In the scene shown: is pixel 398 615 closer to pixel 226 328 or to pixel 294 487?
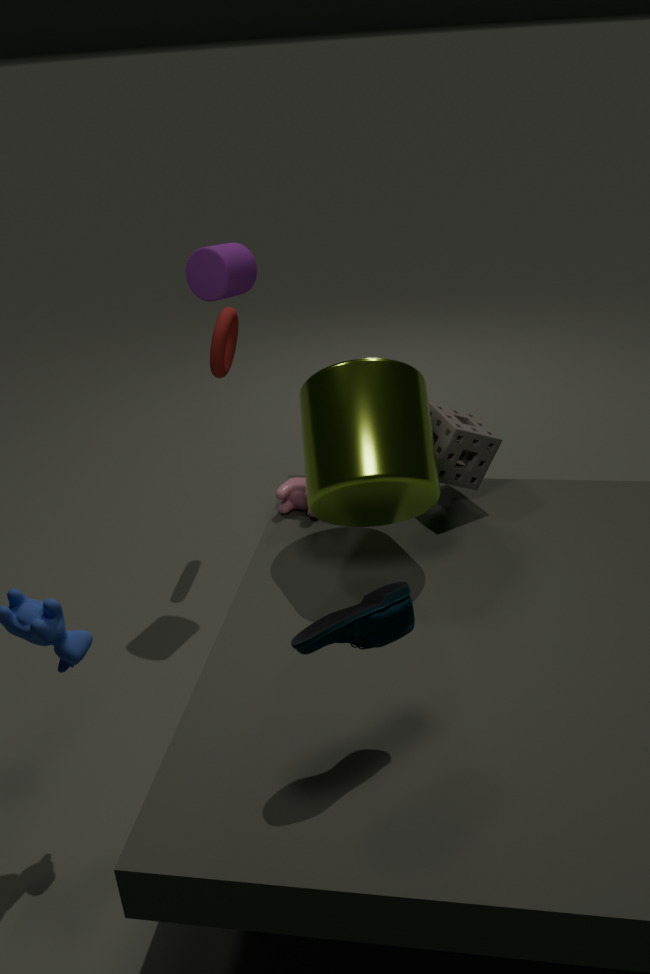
pixel 294 487
